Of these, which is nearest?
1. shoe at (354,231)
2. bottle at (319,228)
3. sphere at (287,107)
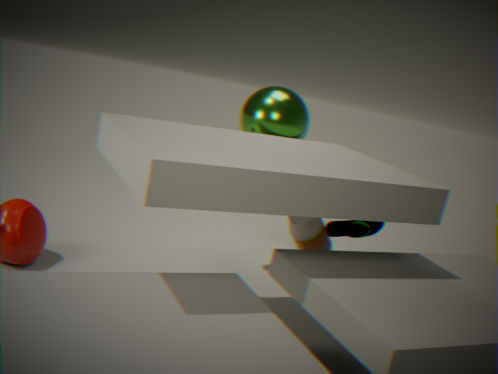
bottle at (319,228)
